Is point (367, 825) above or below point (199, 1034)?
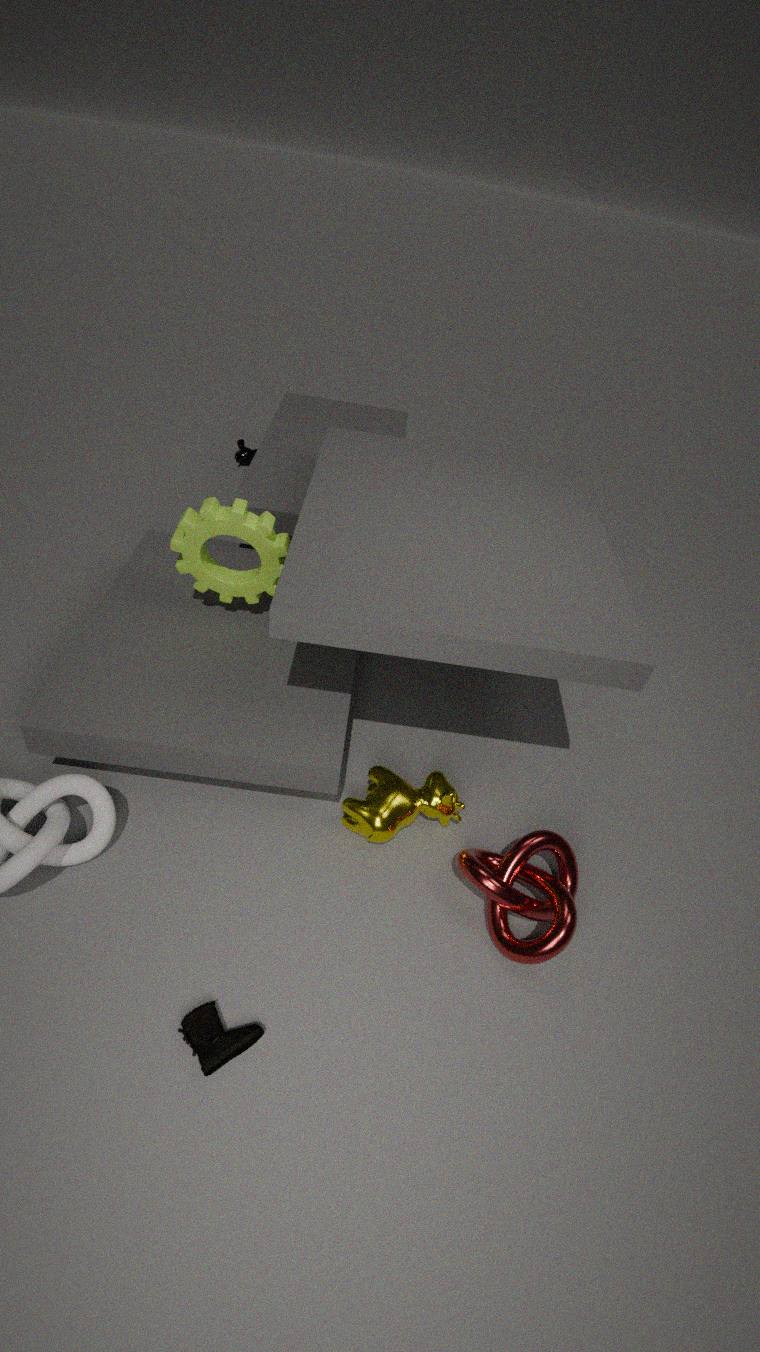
above
